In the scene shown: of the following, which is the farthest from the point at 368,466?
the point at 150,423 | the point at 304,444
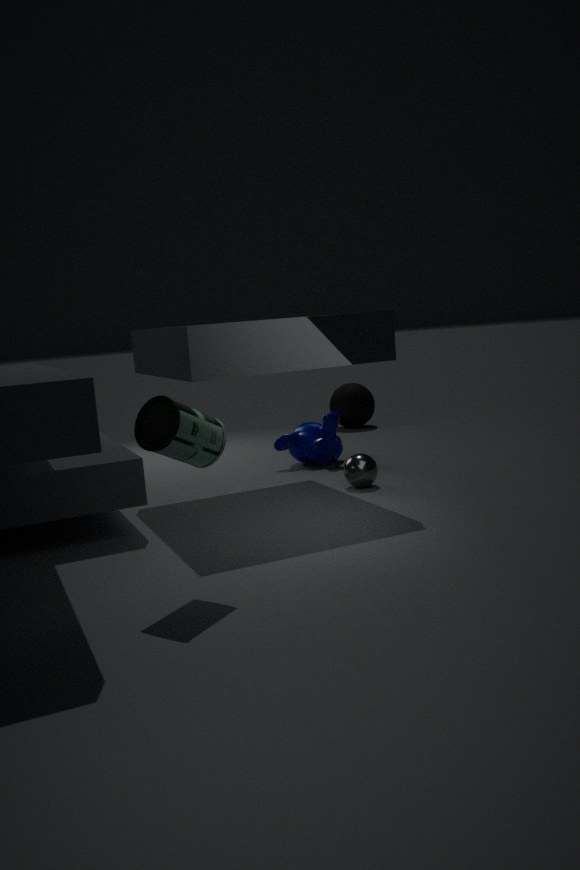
the point at 150,423
